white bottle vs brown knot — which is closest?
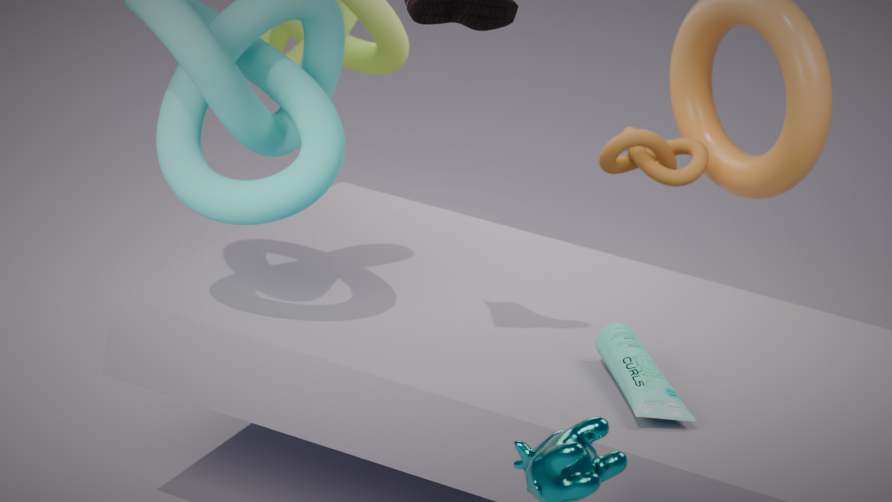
white bottle
